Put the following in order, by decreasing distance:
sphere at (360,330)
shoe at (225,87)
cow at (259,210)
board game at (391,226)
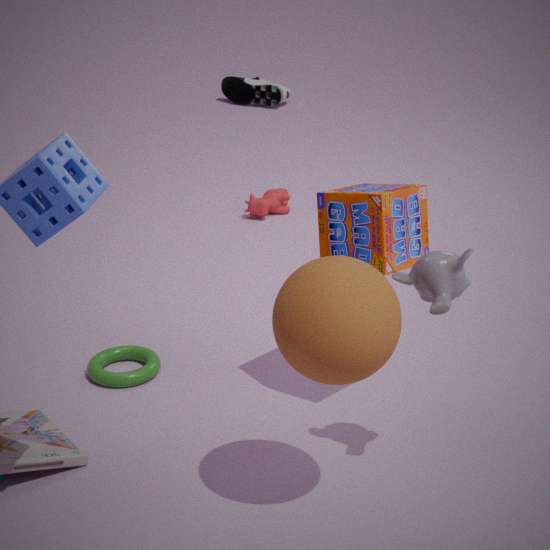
shoe at (225,87)
cow at (259,210)
board game at (391,226)
sphere at (360,330)
